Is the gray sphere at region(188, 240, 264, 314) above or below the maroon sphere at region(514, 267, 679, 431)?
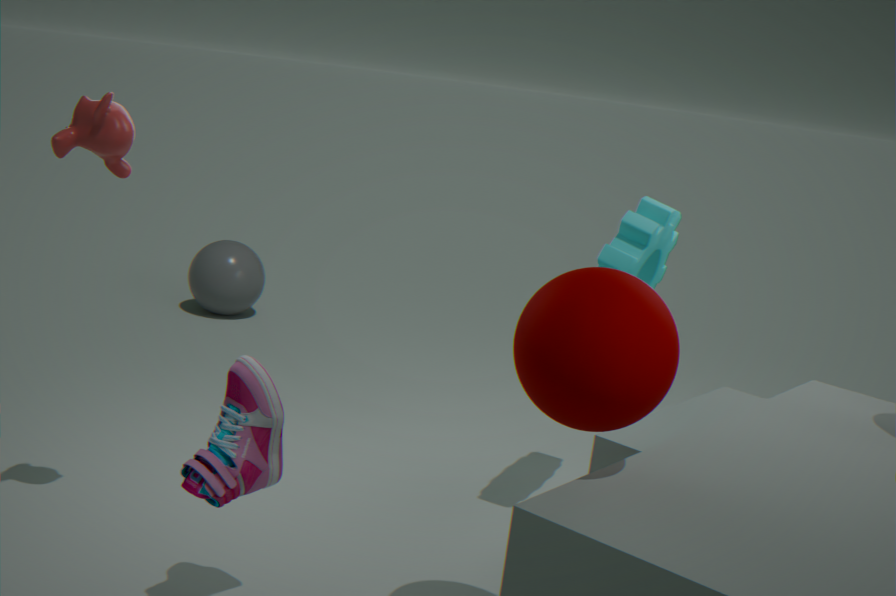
below
